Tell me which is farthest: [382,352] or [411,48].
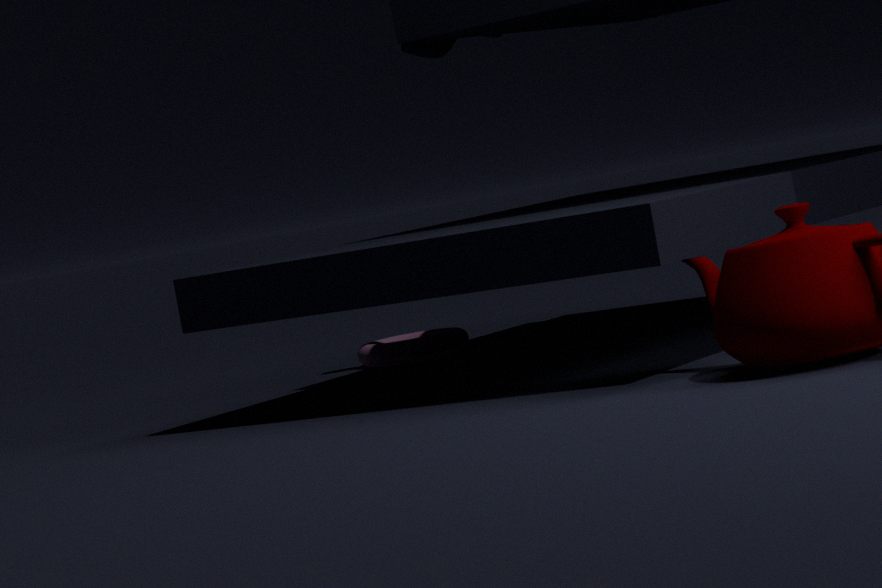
[382,352]
